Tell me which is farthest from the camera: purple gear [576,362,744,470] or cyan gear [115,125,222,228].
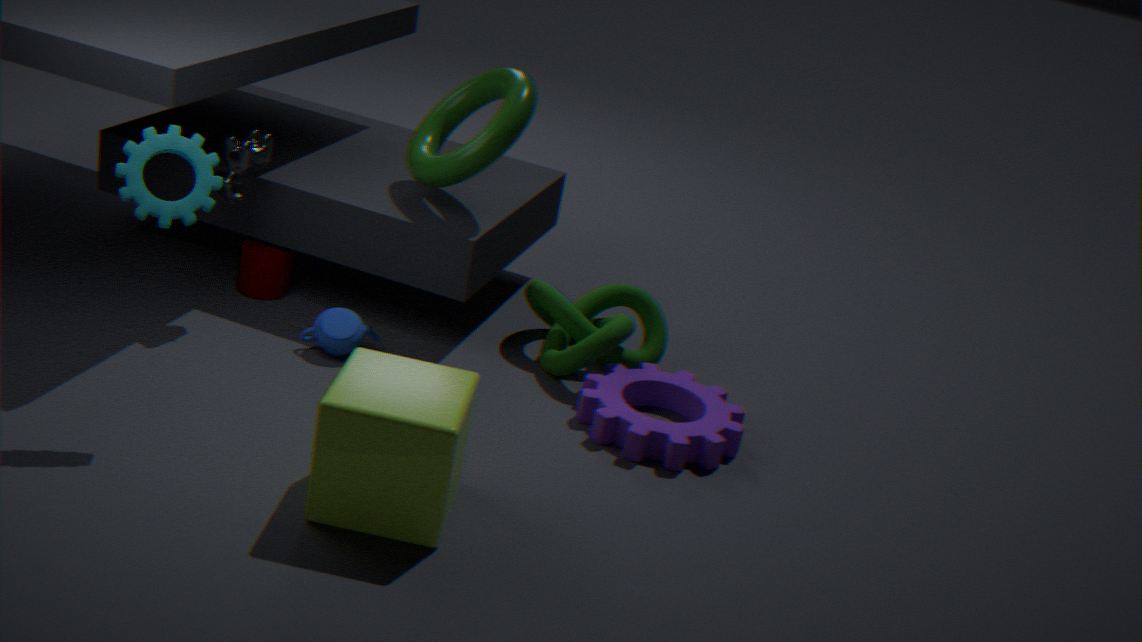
purple gear [576,362,744,470]
